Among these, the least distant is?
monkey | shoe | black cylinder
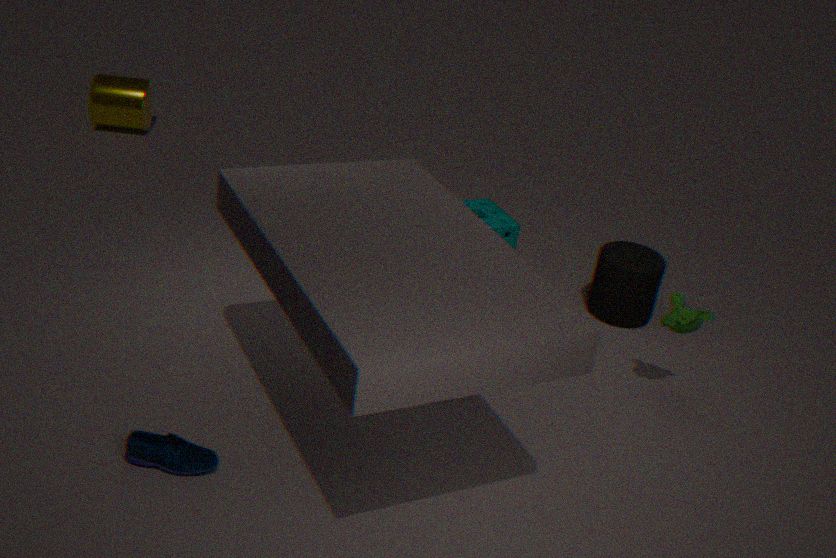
A: shoe
